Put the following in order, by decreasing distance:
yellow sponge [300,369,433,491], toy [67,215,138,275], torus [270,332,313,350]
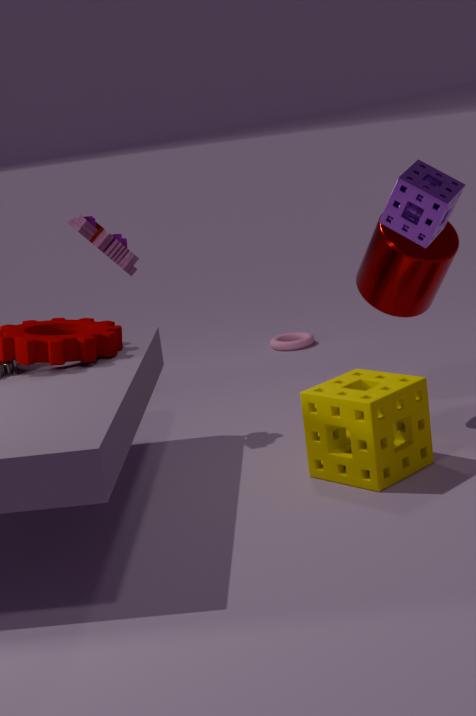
torus [270,332,313,350]
toy [67,215,138,275]
yellow sponge [300,369,433,491]
